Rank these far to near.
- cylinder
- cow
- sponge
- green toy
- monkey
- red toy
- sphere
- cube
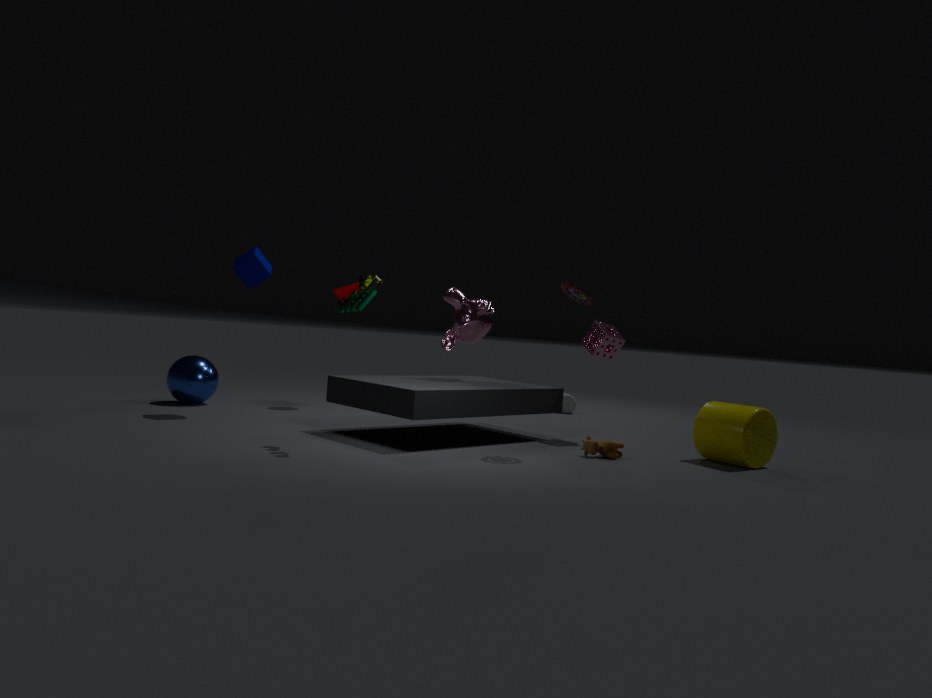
sphere, sponge, monkey, cube, cow, cylinder, red toy, green toy
